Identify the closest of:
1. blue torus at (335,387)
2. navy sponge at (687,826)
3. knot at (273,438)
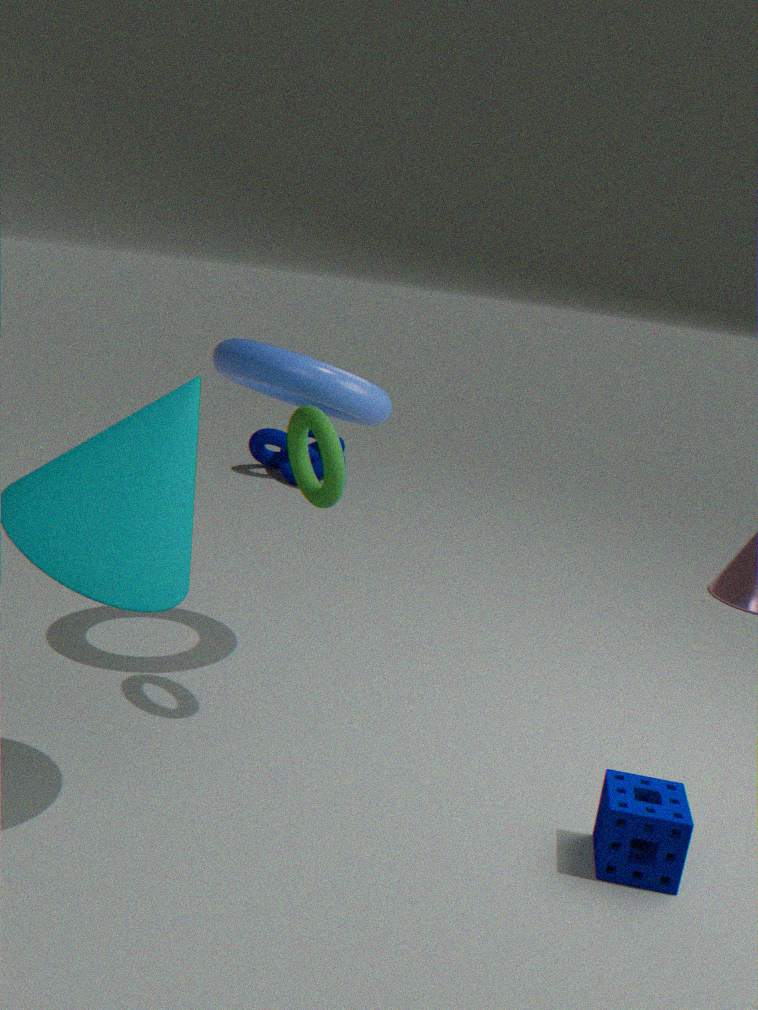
navy sponge at (687,826)
